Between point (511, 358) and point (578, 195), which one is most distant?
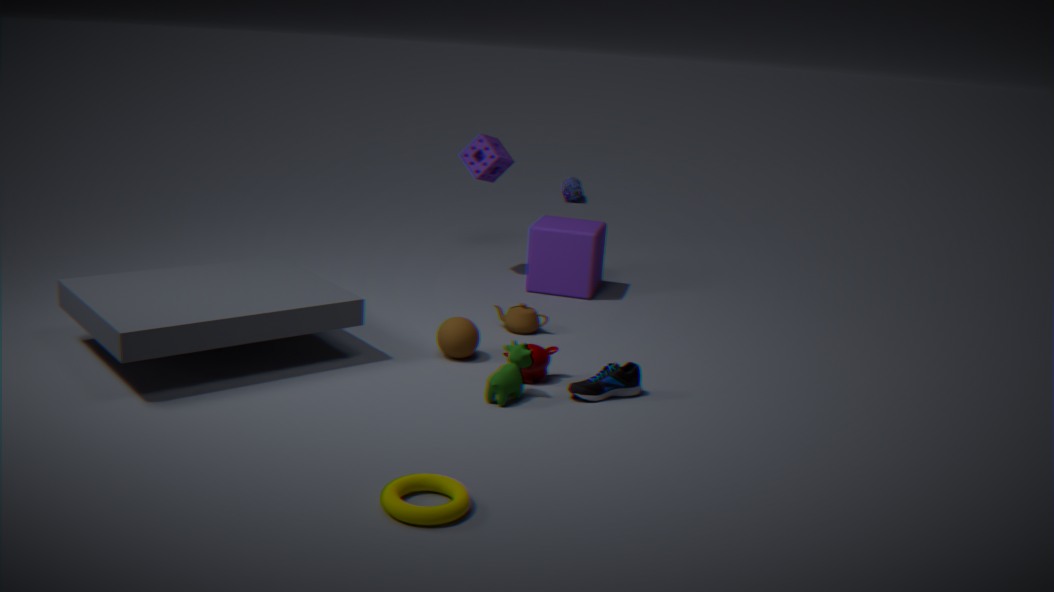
point (578, 195)
